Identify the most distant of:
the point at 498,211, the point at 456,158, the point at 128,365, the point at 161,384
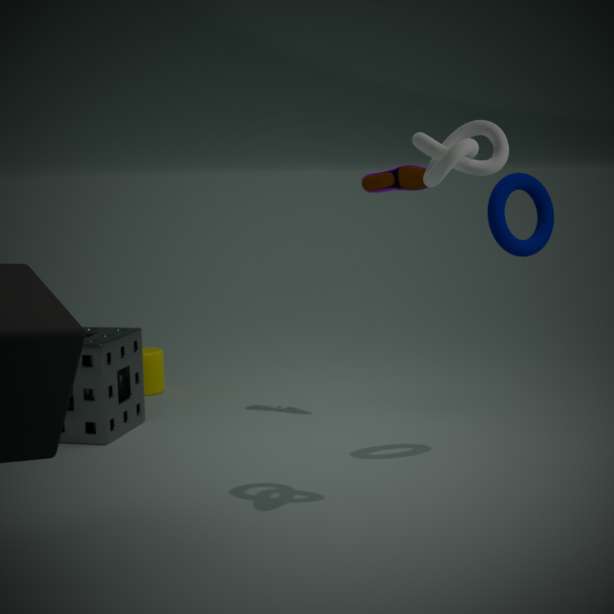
the point at 161,384
